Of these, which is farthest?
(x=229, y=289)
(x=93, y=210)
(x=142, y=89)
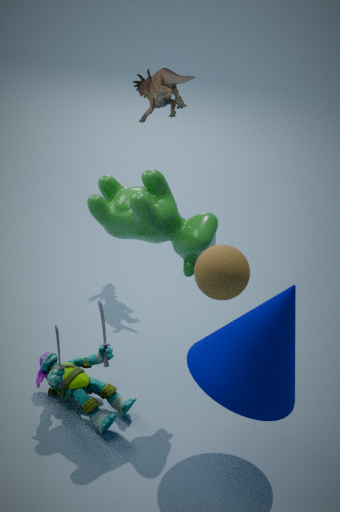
(x=142, y=89)
